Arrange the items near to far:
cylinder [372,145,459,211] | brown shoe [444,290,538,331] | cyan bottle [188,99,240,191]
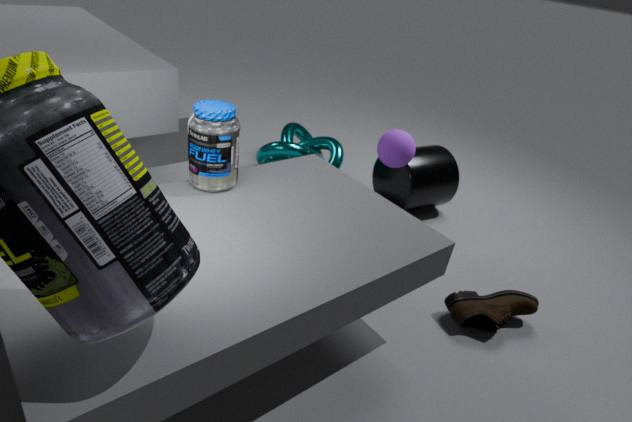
cyan bottle [188,99,240,191], brown shoe [444,290,538,331], cylinder [372,145,459,211]
